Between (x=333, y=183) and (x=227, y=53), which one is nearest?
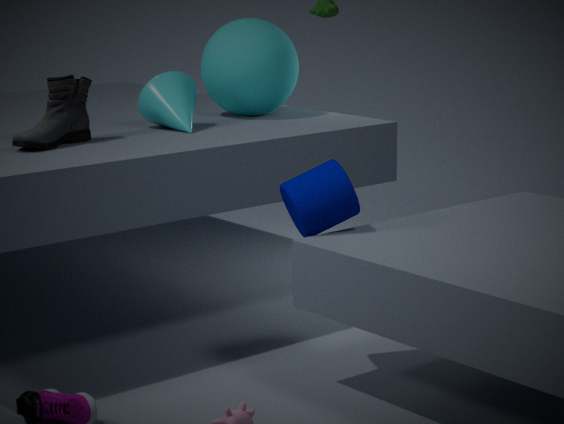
(x=333, y=183)
